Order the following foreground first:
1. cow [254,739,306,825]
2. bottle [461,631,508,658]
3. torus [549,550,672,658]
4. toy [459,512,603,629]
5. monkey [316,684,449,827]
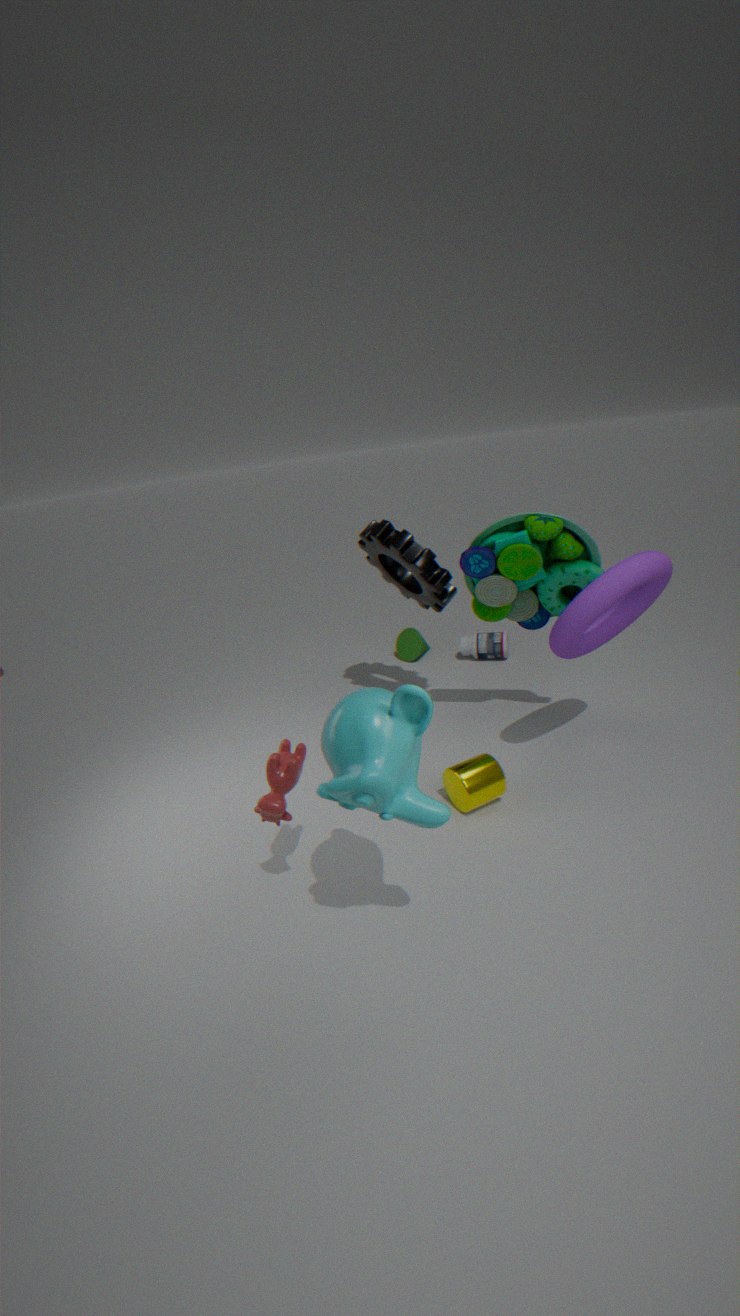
1. monkey [316,684,449,827]
2. cow [254,739,306,825]
3. torus [549,550,672,658]
4. toy [459,512,603,629]
5. bottle [461,631,508,658]
